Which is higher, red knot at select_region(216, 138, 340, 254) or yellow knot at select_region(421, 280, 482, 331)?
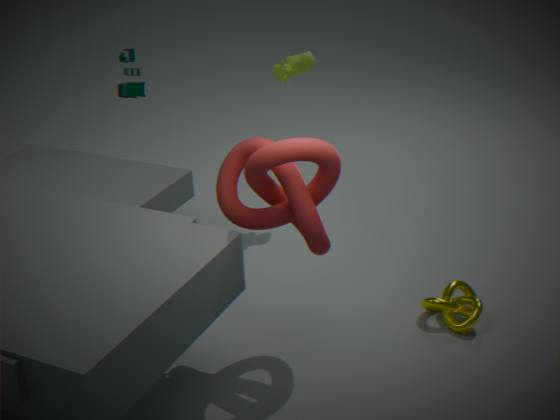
red knot at select_region(216, 138, 340, 254)
